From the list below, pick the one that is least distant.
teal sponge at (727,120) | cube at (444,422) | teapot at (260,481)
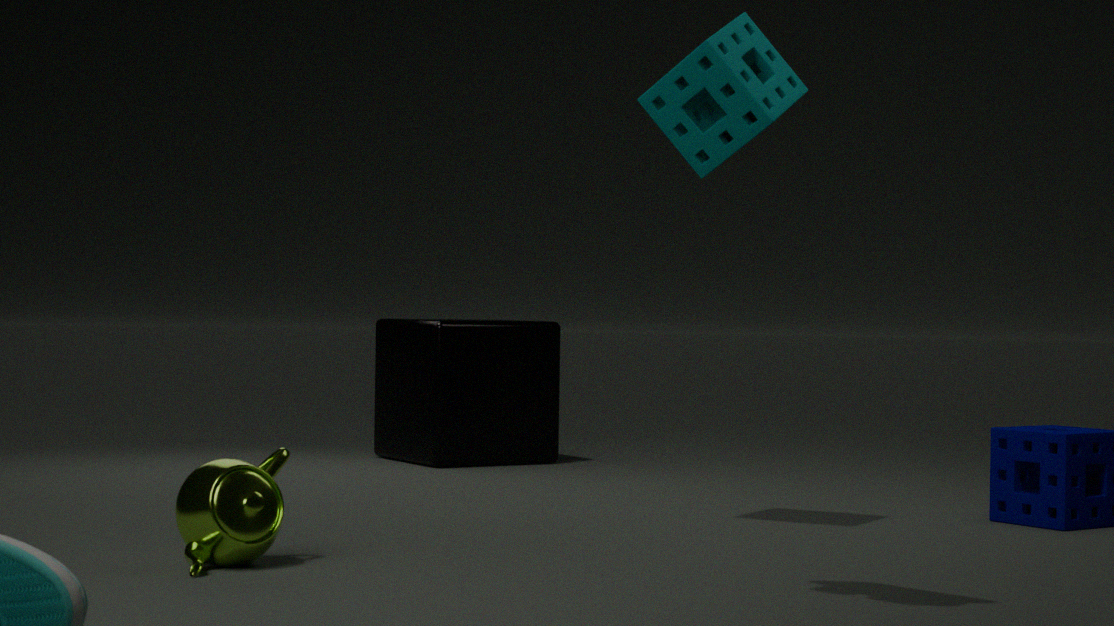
teapot at (260,481)
